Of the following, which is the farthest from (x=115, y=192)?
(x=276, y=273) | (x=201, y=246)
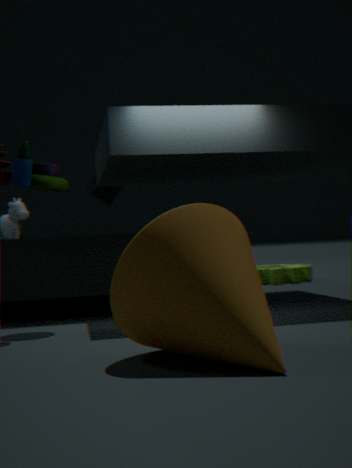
(x=201, y=246)
